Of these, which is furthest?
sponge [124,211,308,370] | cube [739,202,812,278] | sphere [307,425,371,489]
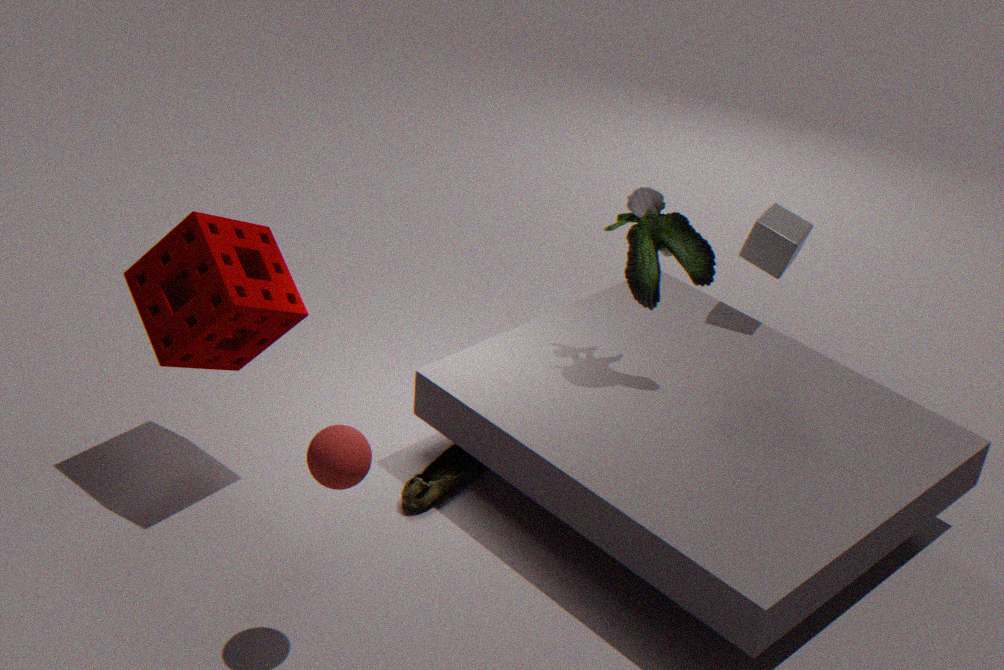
cube [739,202,812,278]
